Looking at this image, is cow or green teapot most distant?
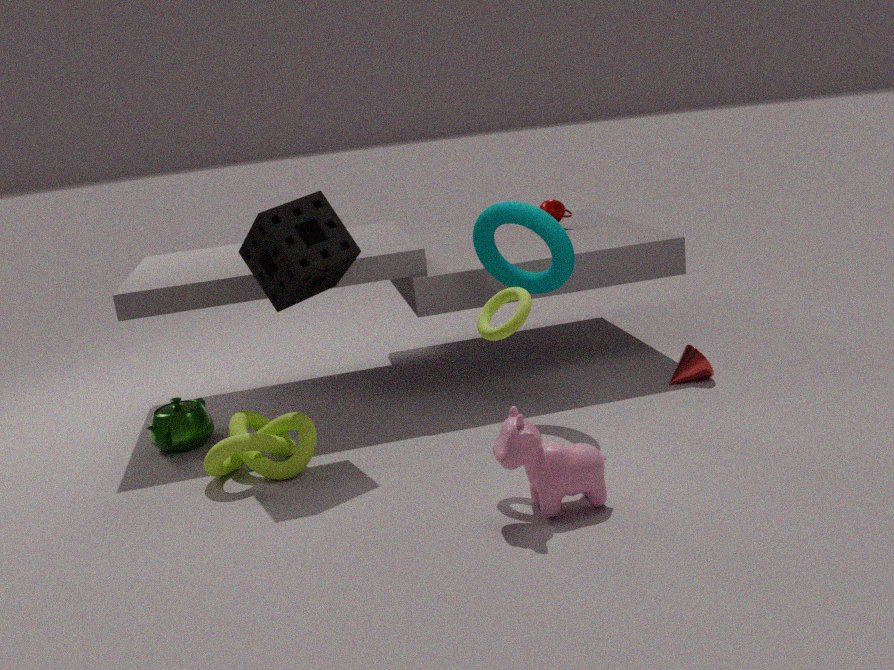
green teapot
